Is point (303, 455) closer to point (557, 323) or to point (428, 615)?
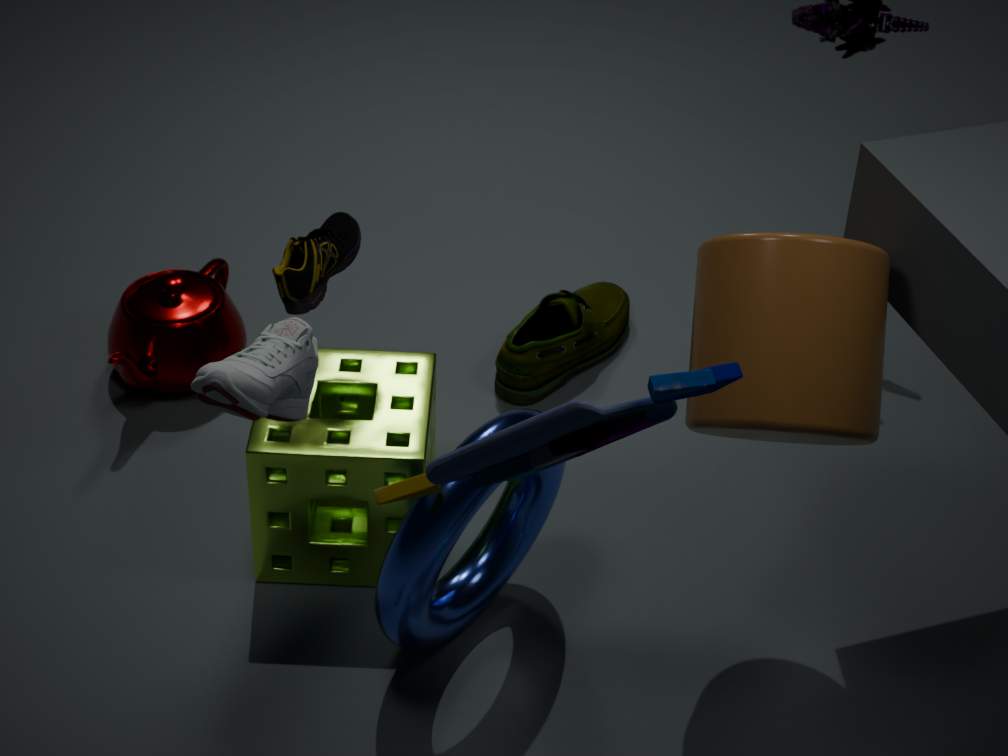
point (428, 615)
